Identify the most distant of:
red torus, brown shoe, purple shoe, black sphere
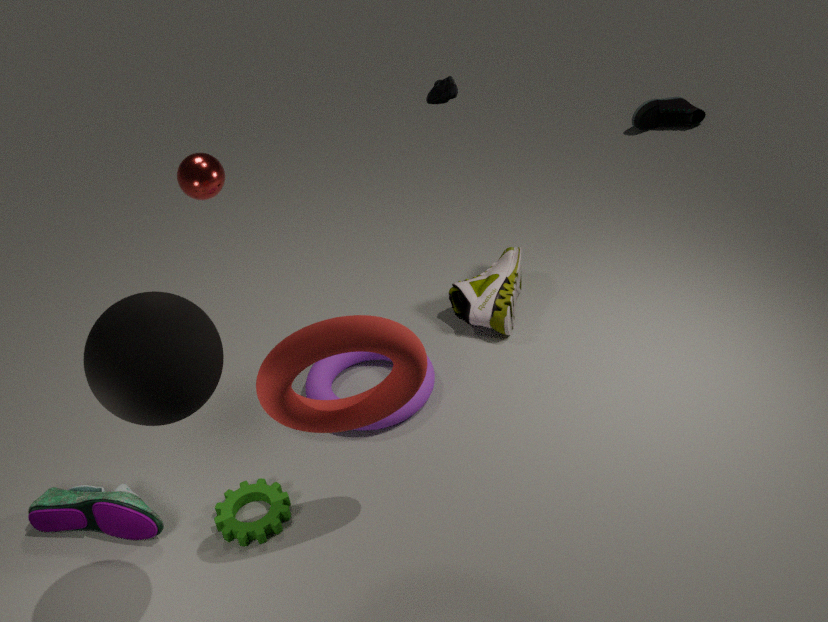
brown shoe
